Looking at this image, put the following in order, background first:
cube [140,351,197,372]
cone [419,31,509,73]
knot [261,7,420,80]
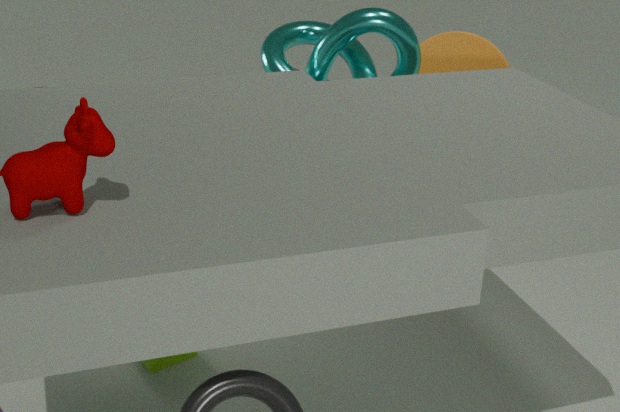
cone [419,31,509,73], knot [261,7,420,80], cube [140,351,197,372]
